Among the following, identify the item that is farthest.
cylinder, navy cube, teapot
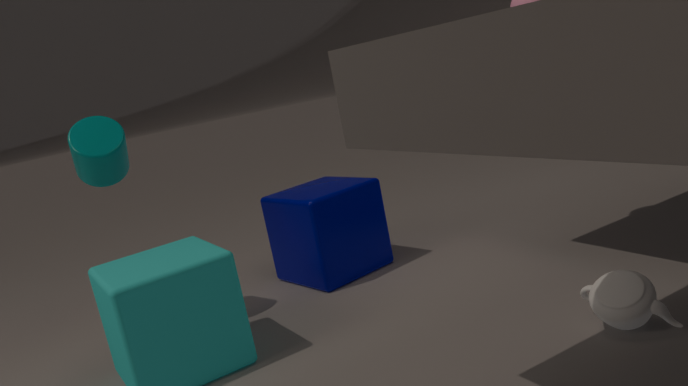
navy cube
